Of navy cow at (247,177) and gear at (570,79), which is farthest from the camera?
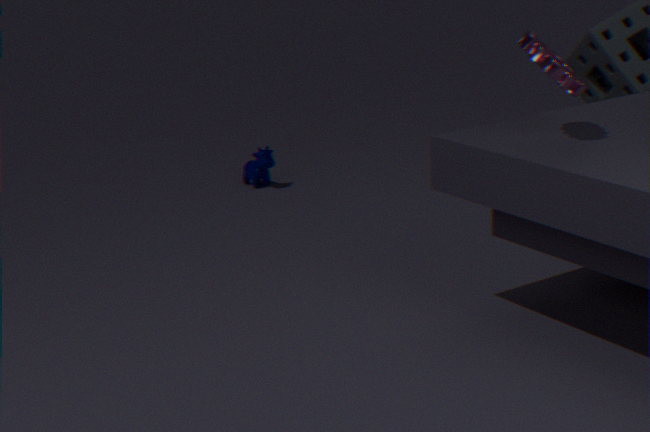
navy cow at (247,177)
